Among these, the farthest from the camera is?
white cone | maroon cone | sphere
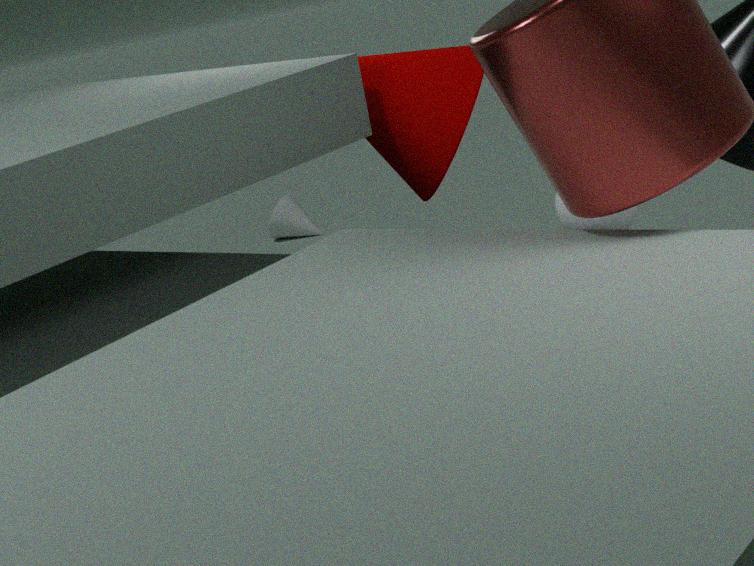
white cone
